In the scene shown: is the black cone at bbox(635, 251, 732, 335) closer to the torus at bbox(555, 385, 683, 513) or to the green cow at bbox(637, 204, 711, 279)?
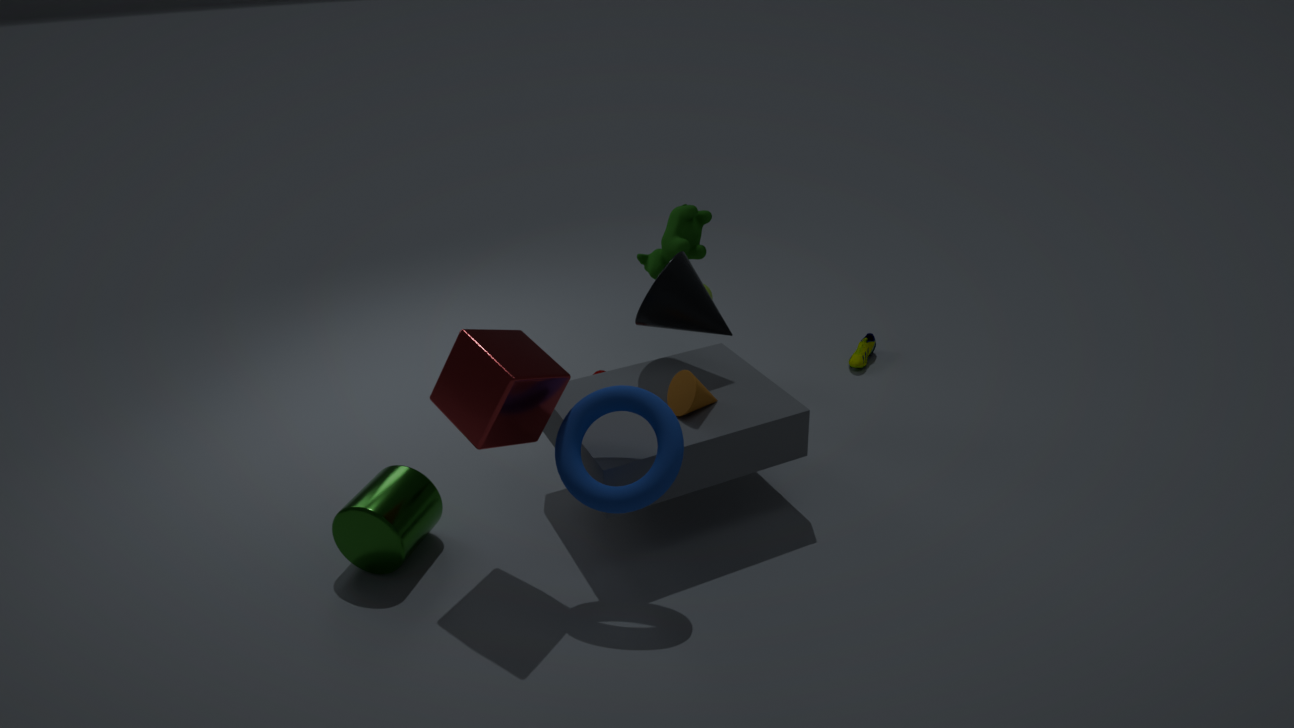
the green cow at bbox(637, 204, 711, 279)
